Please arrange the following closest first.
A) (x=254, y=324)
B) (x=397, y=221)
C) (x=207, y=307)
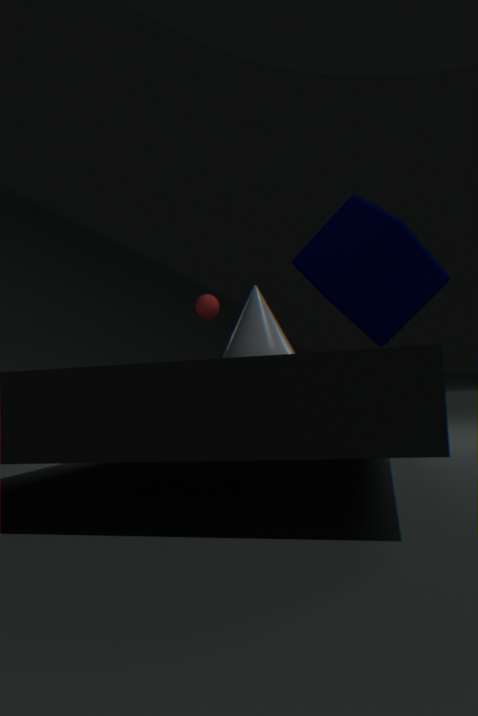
(x=254, y=324), (x=397, y=221), (x=207, y=307)
